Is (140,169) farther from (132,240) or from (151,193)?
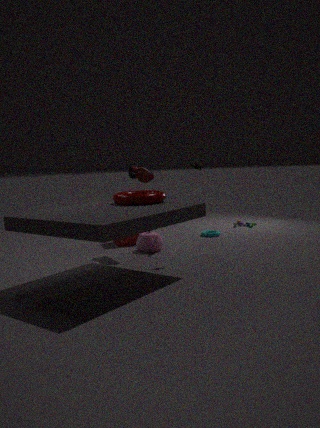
(132,240)
